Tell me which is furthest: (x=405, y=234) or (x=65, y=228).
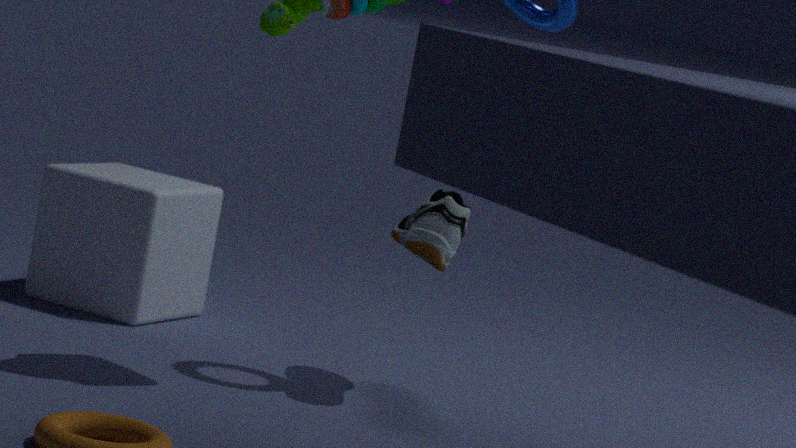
(x=65, y=228)
